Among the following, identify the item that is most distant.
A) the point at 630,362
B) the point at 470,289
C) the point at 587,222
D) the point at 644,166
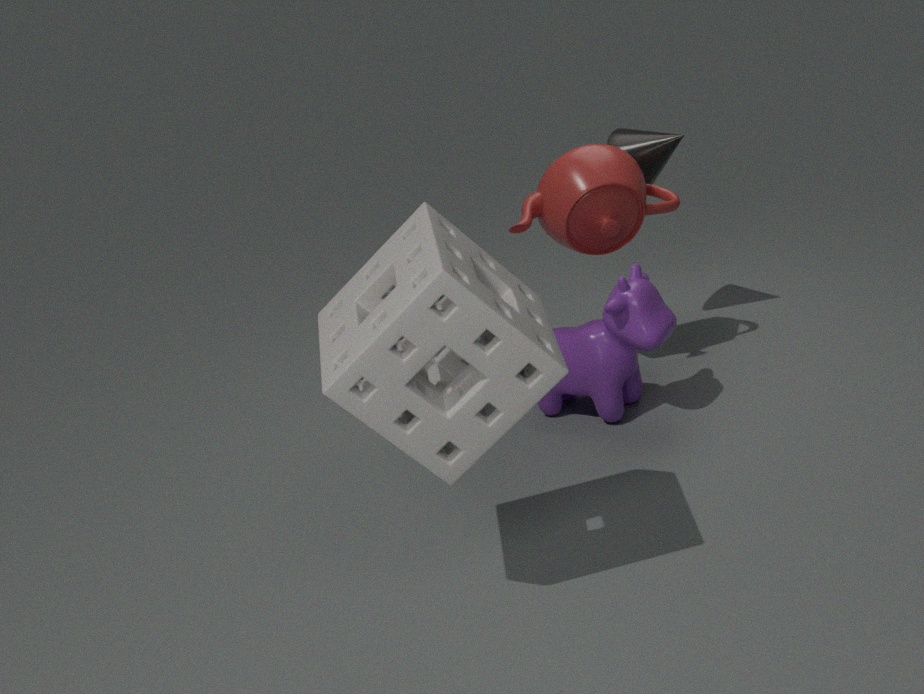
the point at 644,166
